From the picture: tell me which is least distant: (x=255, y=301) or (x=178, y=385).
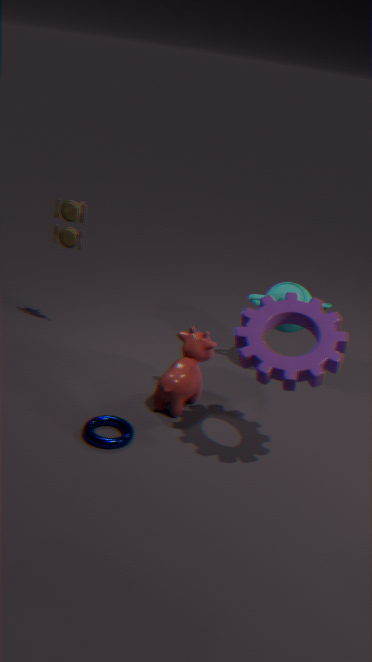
(x=178, y=385)
